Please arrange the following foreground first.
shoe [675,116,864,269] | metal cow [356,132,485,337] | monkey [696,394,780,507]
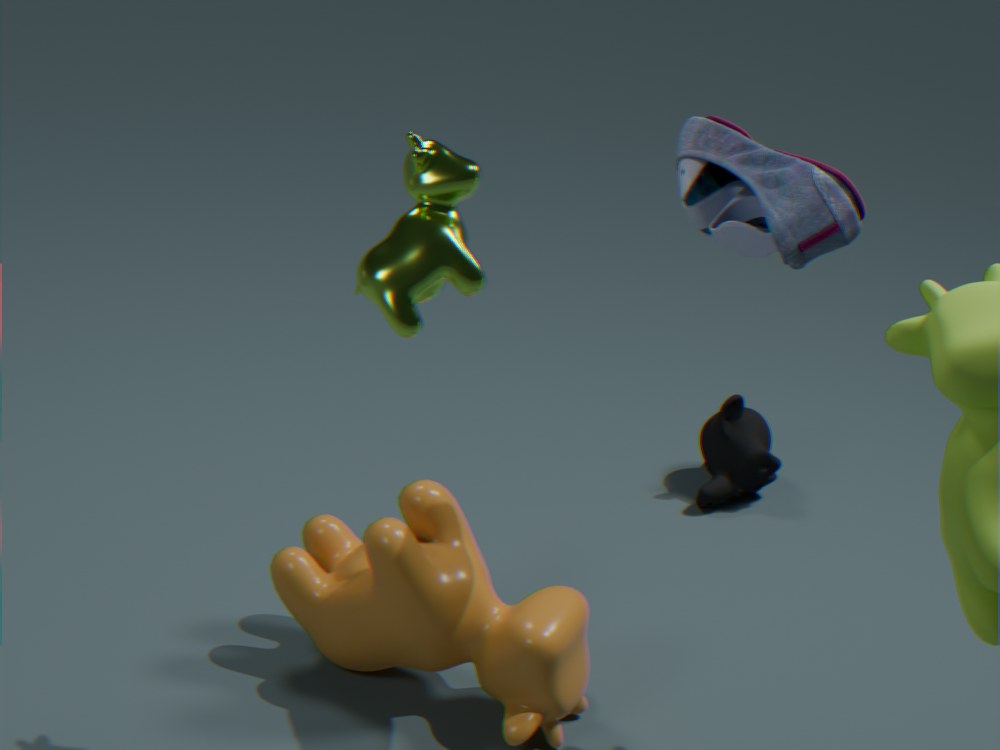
1. shoe [675,116,864,269]
2. metal cow [356,132,485,337]
3. monkey [696,394,780,507]
